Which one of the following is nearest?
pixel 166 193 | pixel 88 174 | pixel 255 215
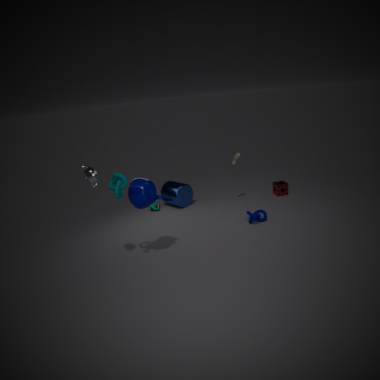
pixel 88 174
